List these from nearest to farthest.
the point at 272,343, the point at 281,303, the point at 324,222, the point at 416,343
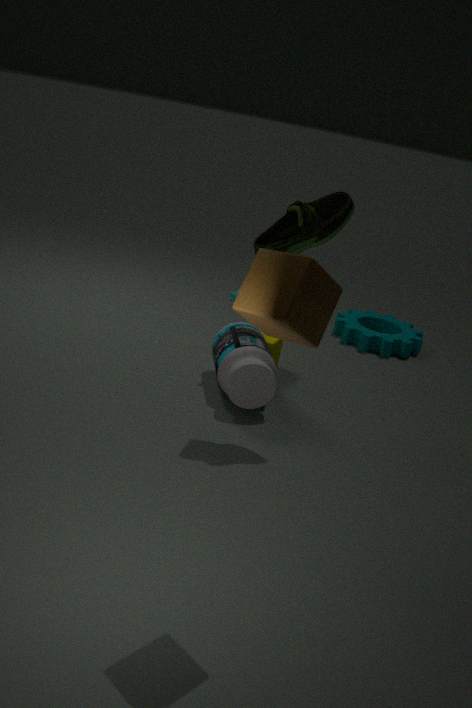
the point at 281,303 < the point at 324,222 < the point at 272,343 < the point at 416,343
